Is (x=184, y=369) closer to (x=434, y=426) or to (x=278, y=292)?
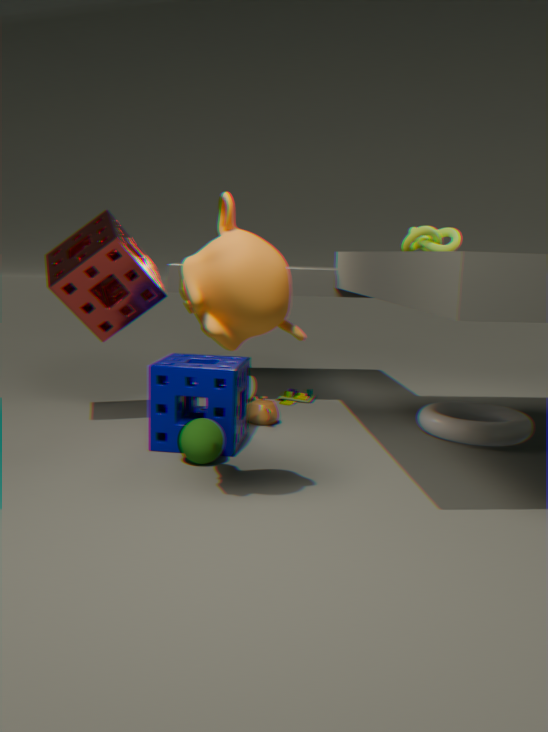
(x=278, y=292)
